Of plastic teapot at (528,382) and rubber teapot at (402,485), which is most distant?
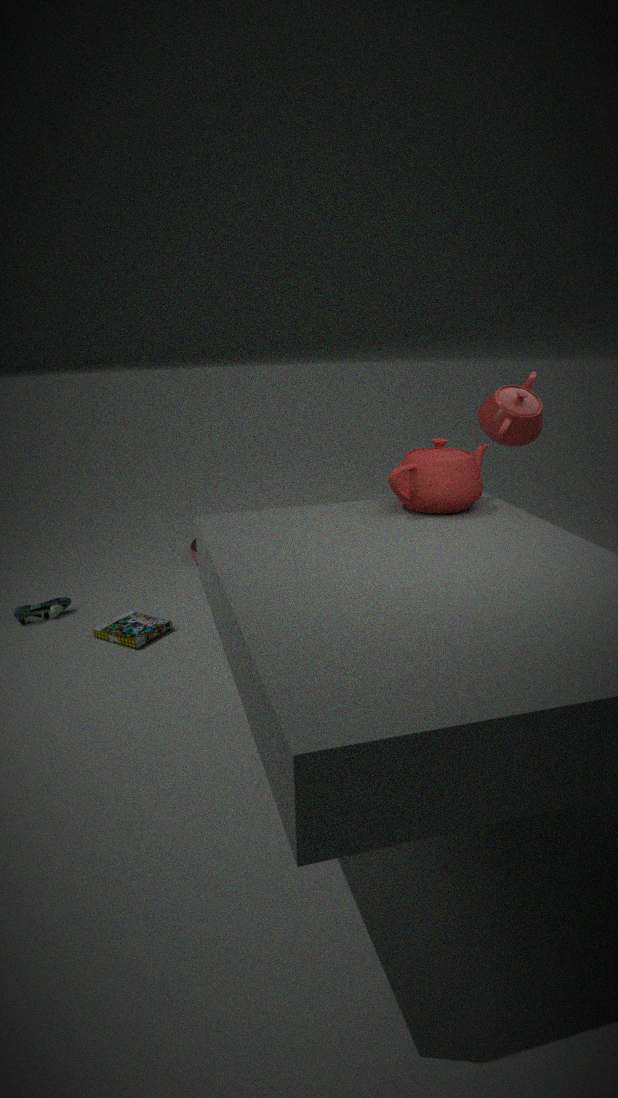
plastic teapot at (528,382)
